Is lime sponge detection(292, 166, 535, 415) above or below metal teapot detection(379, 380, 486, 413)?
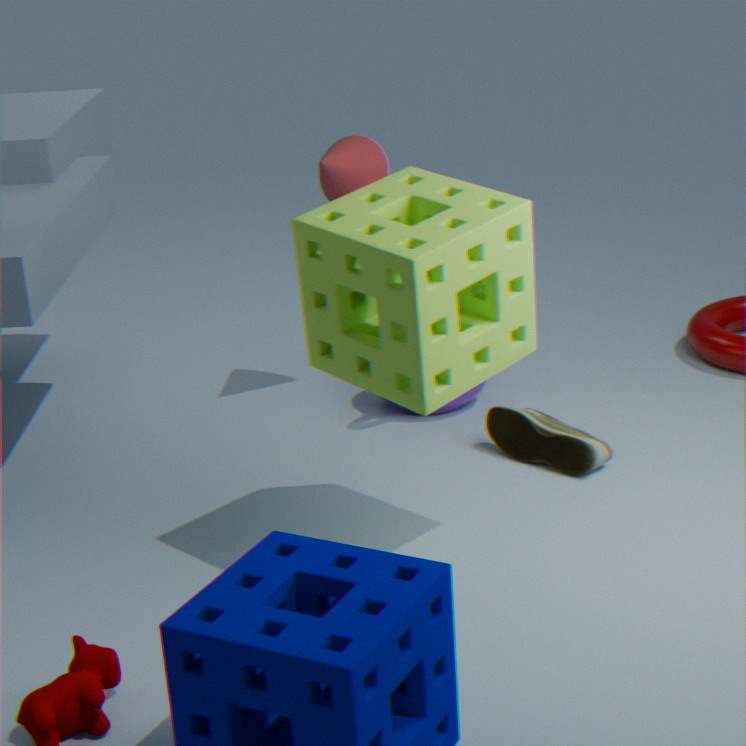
above
